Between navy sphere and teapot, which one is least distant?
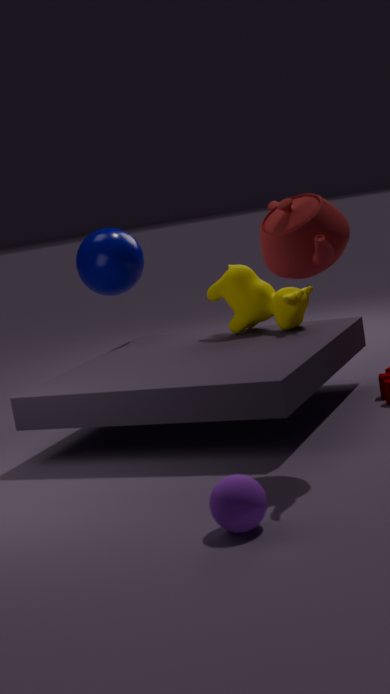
teapot
